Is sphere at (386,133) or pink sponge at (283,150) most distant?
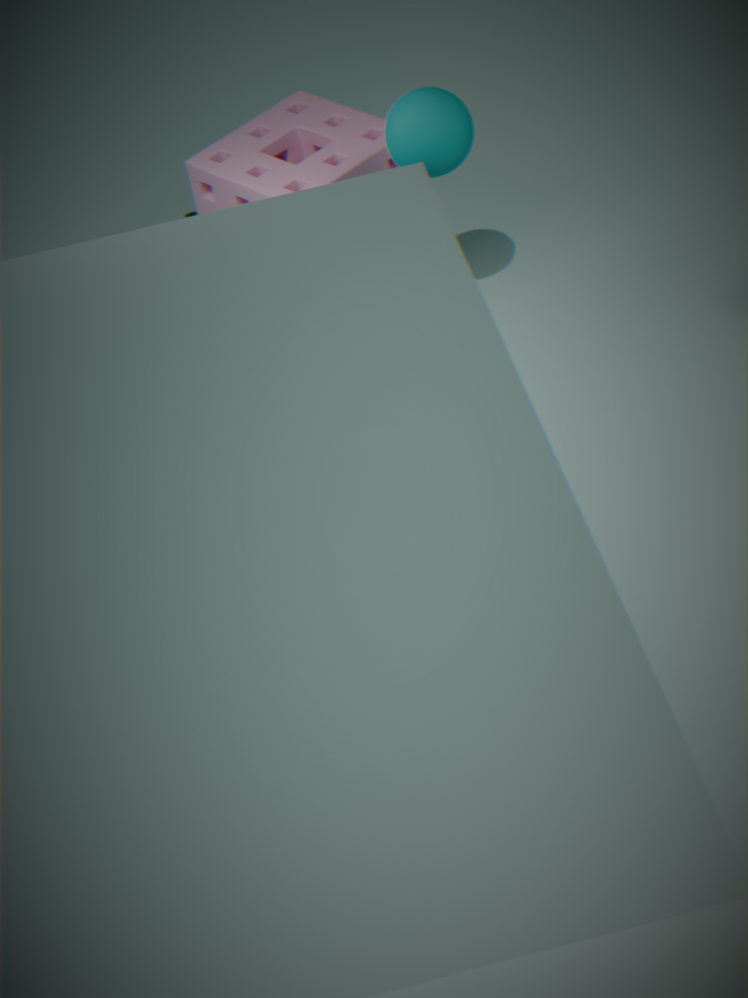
pink sponge at (283,150)
